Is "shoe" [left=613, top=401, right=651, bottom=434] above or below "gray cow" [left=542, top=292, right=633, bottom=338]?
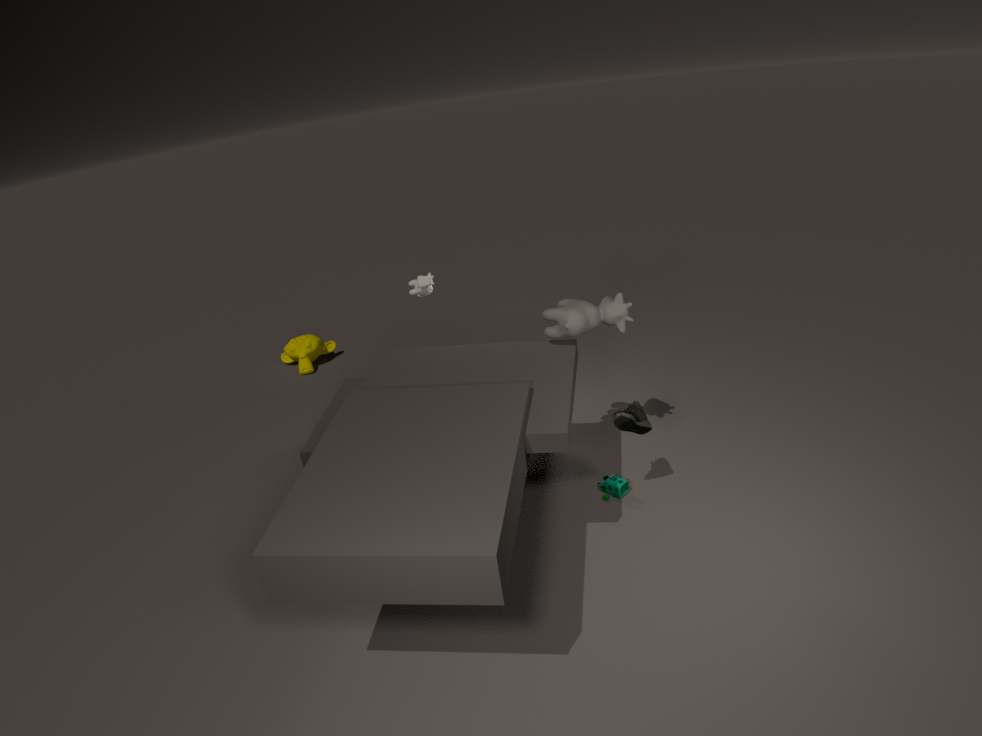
below
